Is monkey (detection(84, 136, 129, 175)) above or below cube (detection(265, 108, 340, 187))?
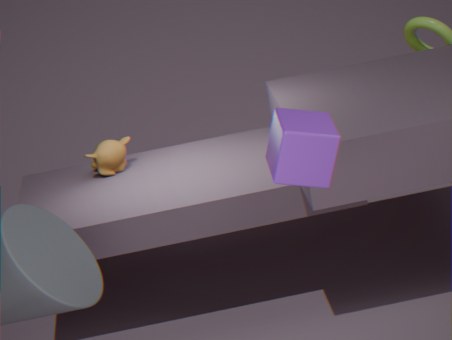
below
